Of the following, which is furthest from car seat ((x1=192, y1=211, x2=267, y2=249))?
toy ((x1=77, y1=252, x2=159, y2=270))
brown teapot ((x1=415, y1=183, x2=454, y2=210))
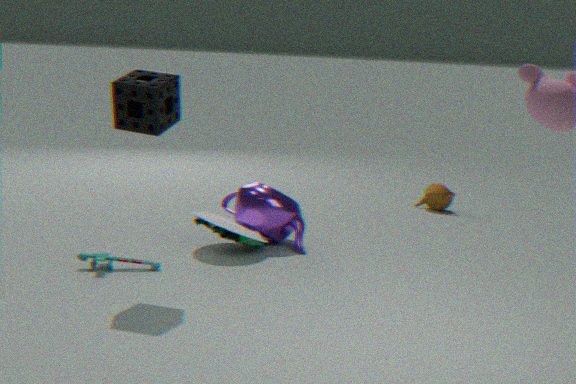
brown teapot ((x1=415, y1=183, x2=454, y2=210))
